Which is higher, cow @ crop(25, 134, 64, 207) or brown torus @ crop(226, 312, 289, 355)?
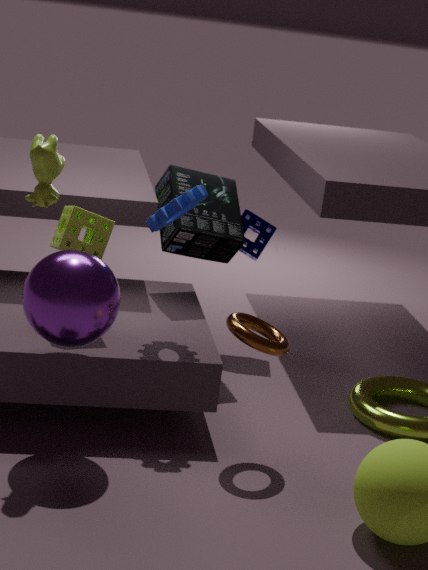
cow @ crop(25, 134, 64, 207)
